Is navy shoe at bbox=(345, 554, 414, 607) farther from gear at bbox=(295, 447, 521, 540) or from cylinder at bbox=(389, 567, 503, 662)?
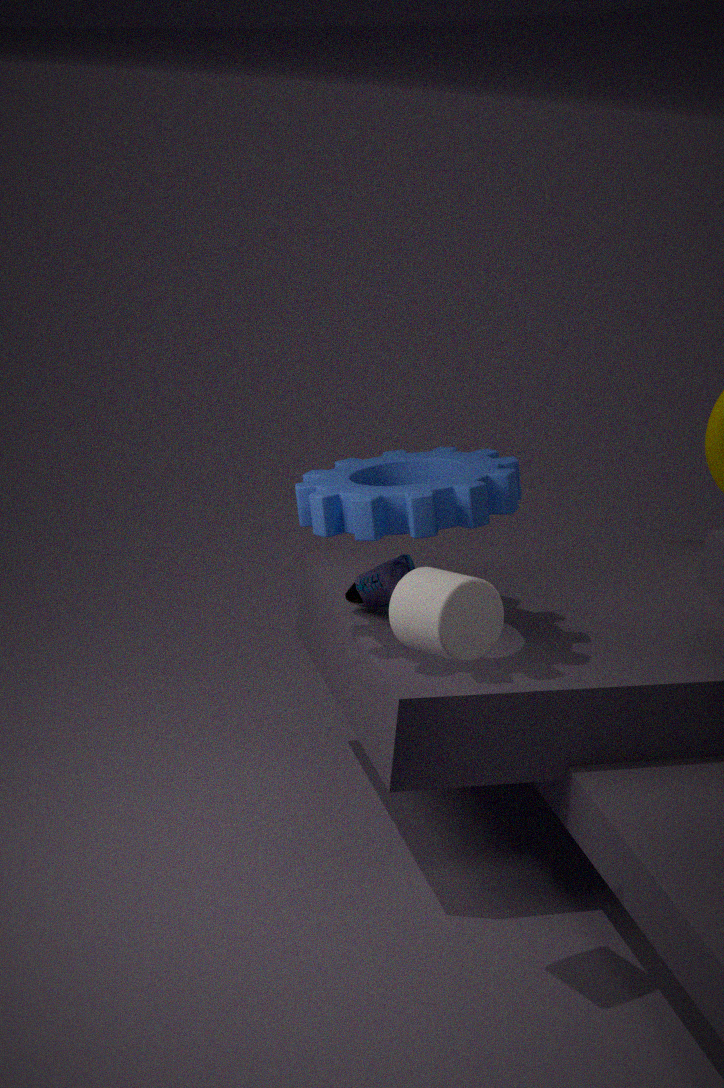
cylinder at bbox=(389, 567, 503, 662)
